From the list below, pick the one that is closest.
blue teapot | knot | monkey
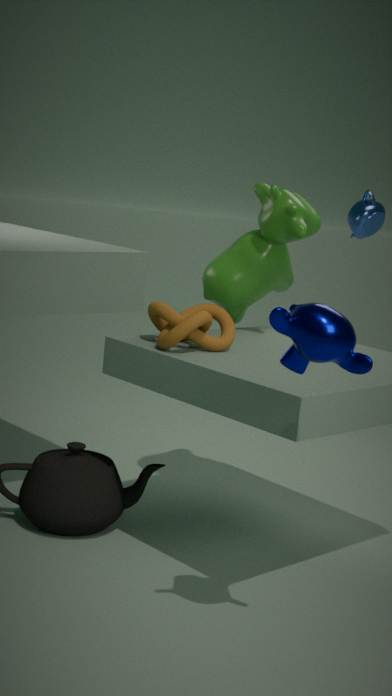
monkey
